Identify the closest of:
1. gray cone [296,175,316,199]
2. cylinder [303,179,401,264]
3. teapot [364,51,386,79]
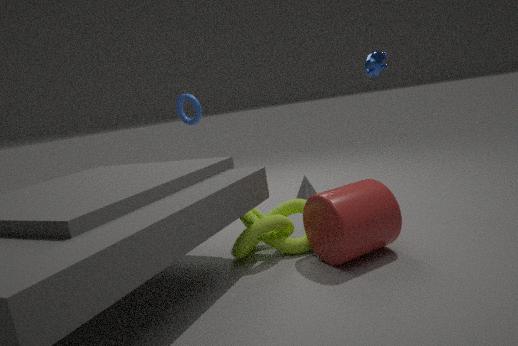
cylinder [303,179,401,264]
